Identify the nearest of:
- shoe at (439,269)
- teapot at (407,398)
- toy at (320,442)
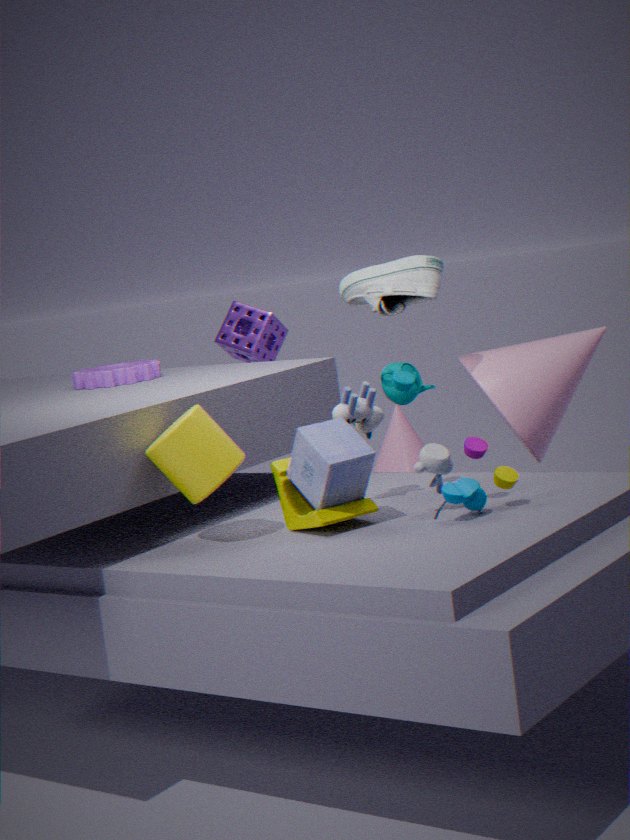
toy at (320,442)
